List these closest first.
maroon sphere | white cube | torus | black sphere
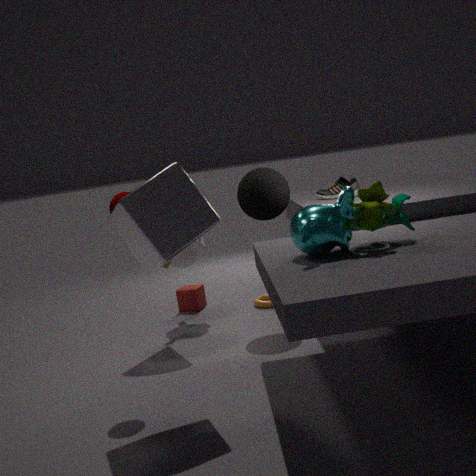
white cube, maroon sphere, black sphere, torus
